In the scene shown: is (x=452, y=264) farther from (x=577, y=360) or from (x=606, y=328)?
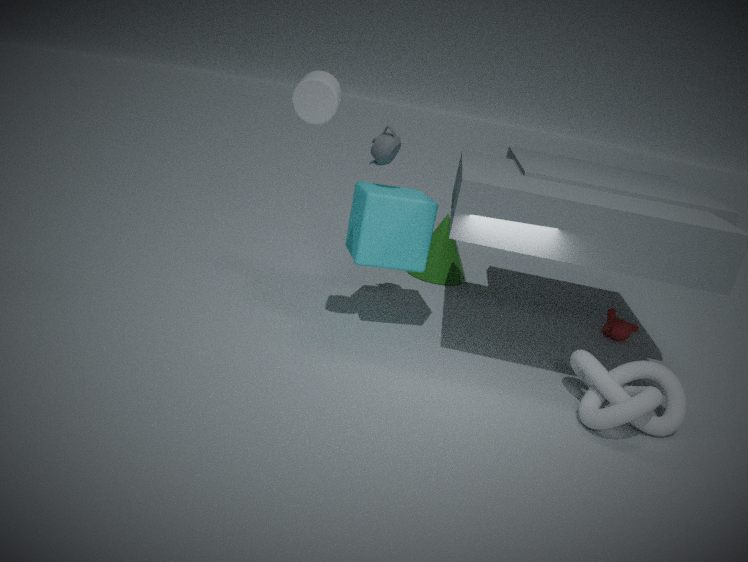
(x=577, y=360)
